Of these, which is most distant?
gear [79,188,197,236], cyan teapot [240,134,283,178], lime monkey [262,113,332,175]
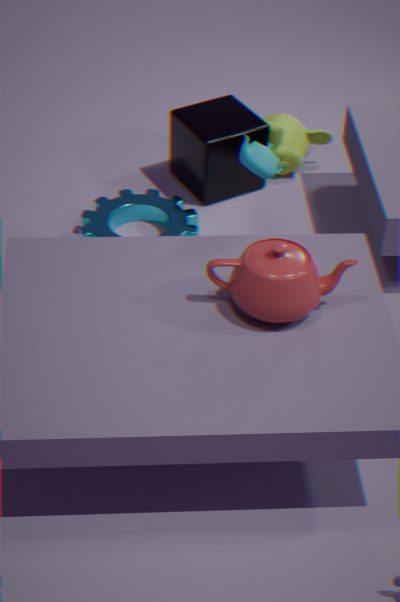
lime monkey [262,113,332,175]
